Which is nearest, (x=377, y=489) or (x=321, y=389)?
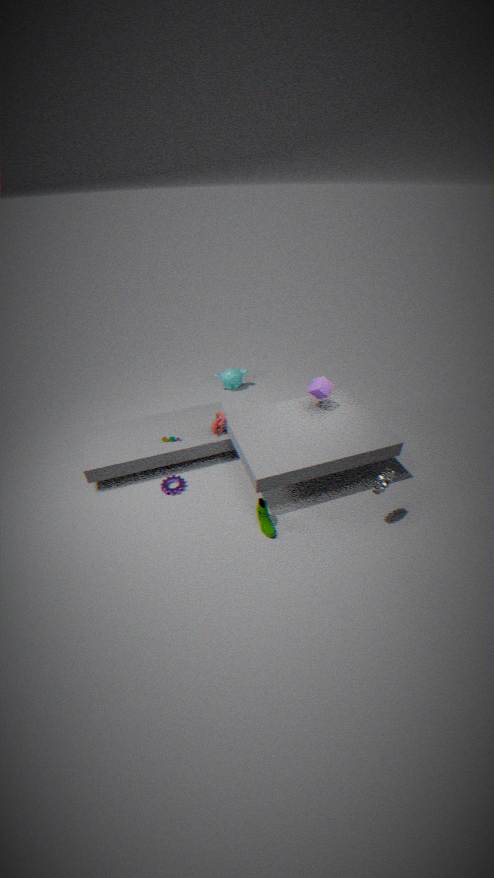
(x=377, y=489)
